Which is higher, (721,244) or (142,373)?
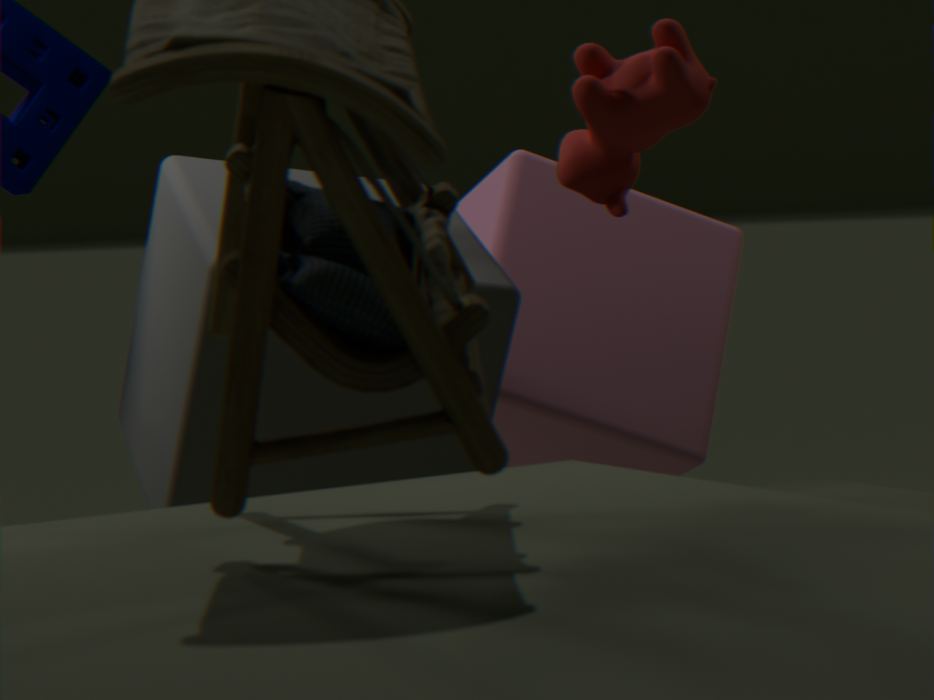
(142,373)
